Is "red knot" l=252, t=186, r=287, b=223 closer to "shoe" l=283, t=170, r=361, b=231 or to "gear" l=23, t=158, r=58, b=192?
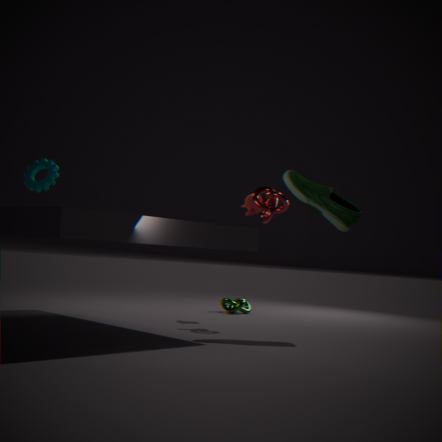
"shoe" l=283, t=170, r=361, b=231
